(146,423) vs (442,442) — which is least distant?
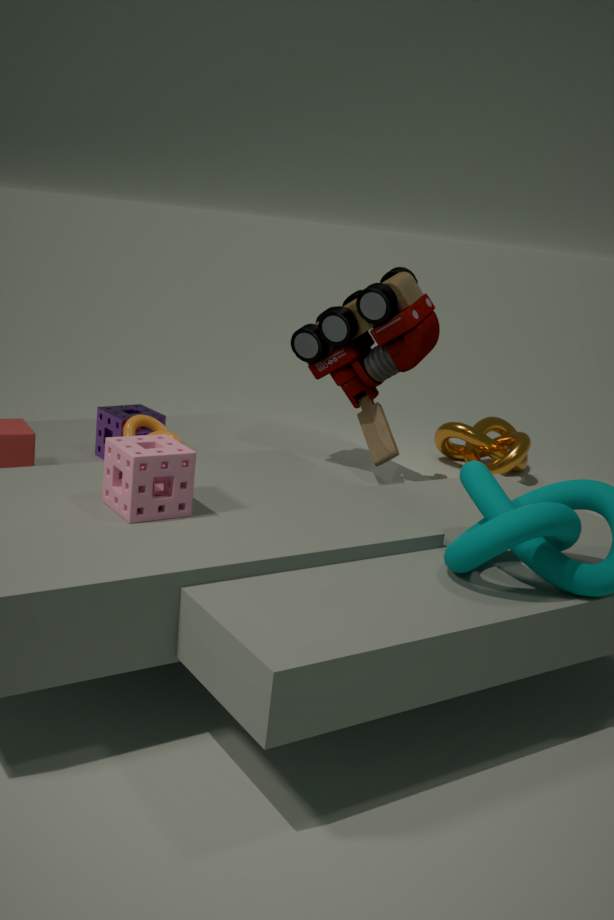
(146,423)
